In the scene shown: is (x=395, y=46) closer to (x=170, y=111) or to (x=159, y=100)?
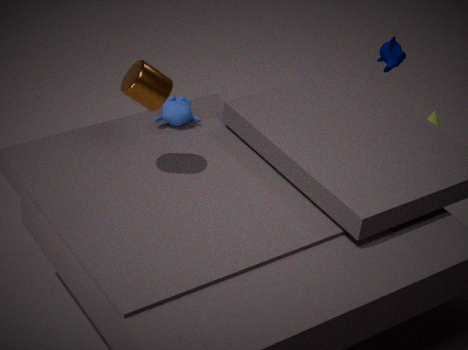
(x=170, y=111)
